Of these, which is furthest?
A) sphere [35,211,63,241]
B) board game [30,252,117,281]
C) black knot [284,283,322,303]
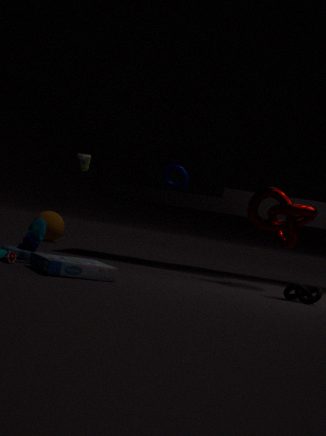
sphere [35,211,63,241]
